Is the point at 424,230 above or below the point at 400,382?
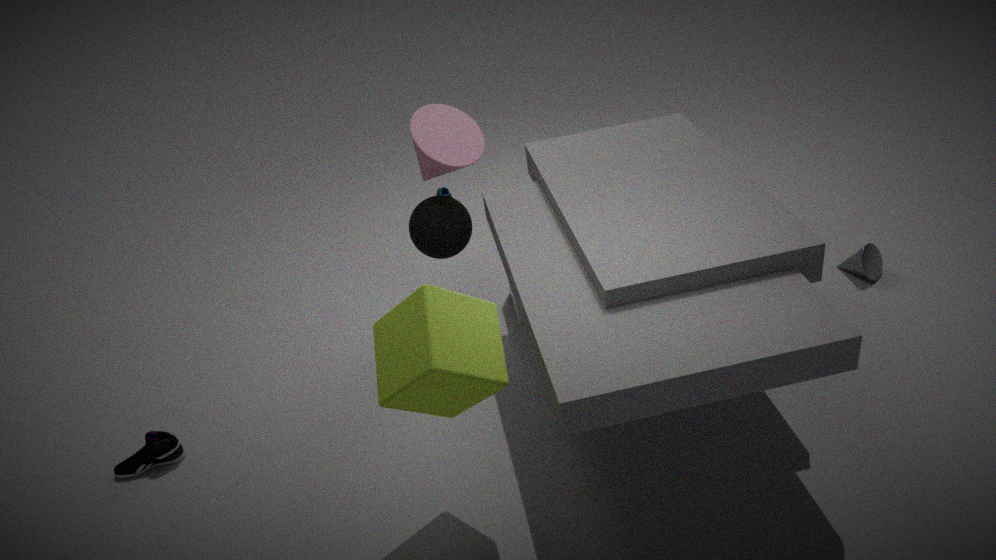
below
